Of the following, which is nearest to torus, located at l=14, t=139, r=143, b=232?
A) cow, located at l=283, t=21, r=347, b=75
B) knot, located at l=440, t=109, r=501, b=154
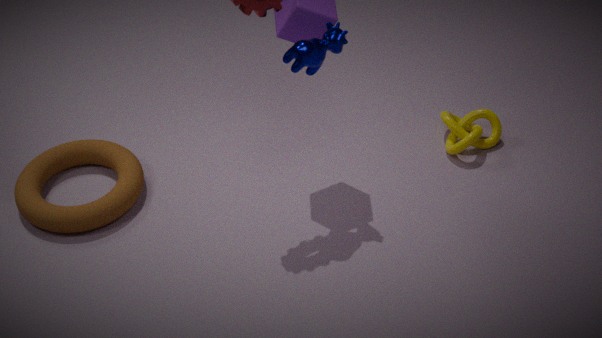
cow, located at l=283, t=21, r=347, b=75
